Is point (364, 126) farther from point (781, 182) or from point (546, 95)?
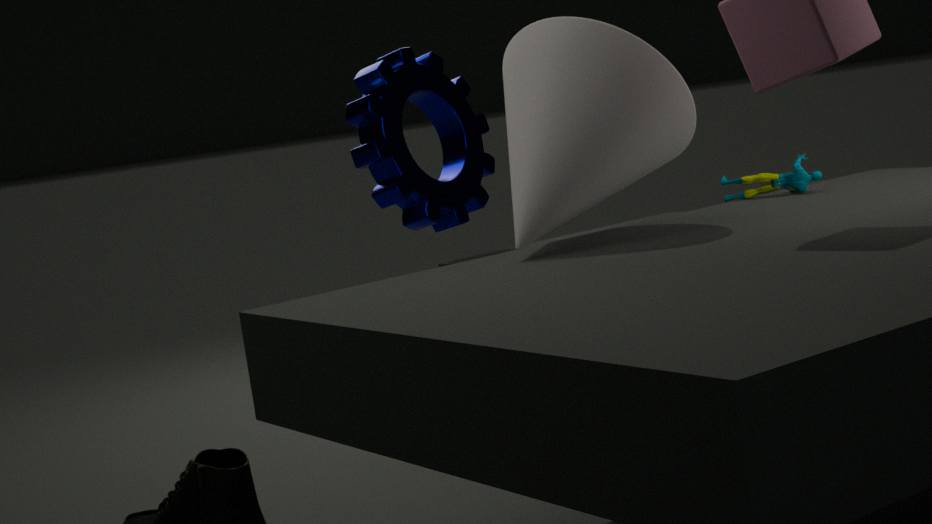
point (546, 95)
